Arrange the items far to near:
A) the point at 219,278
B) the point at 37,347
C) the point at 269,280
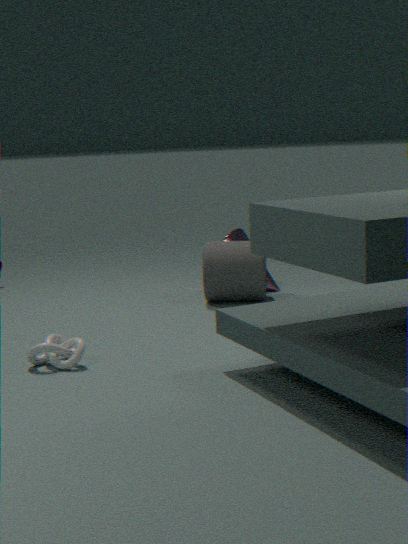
the point at 269,280, the point at 219,278, the point at 37,347
